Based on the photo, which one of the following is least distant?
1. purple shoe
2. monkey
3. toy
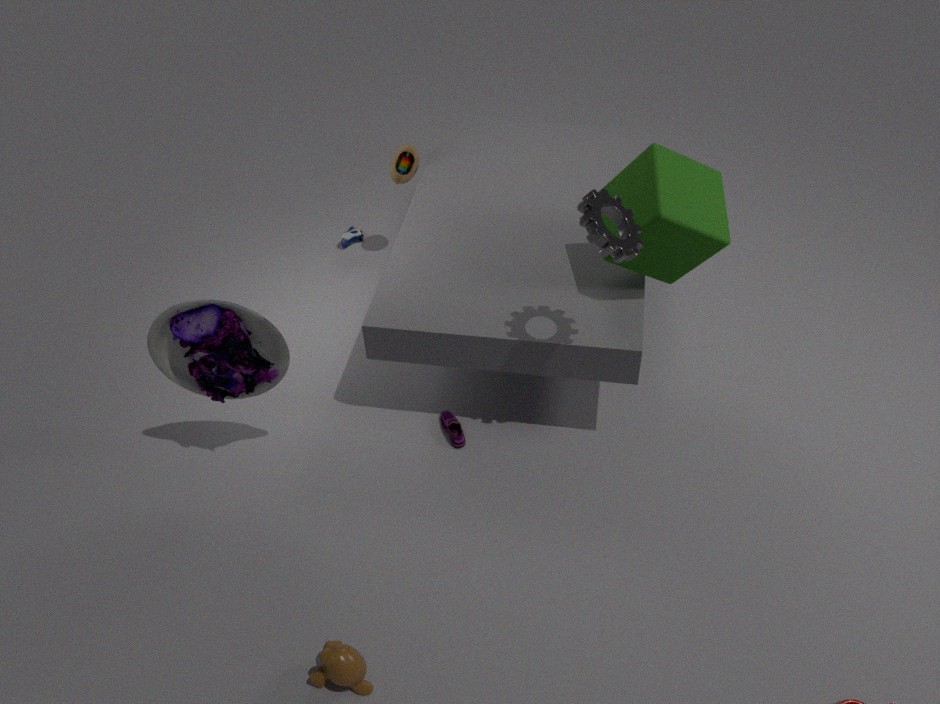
monkey
